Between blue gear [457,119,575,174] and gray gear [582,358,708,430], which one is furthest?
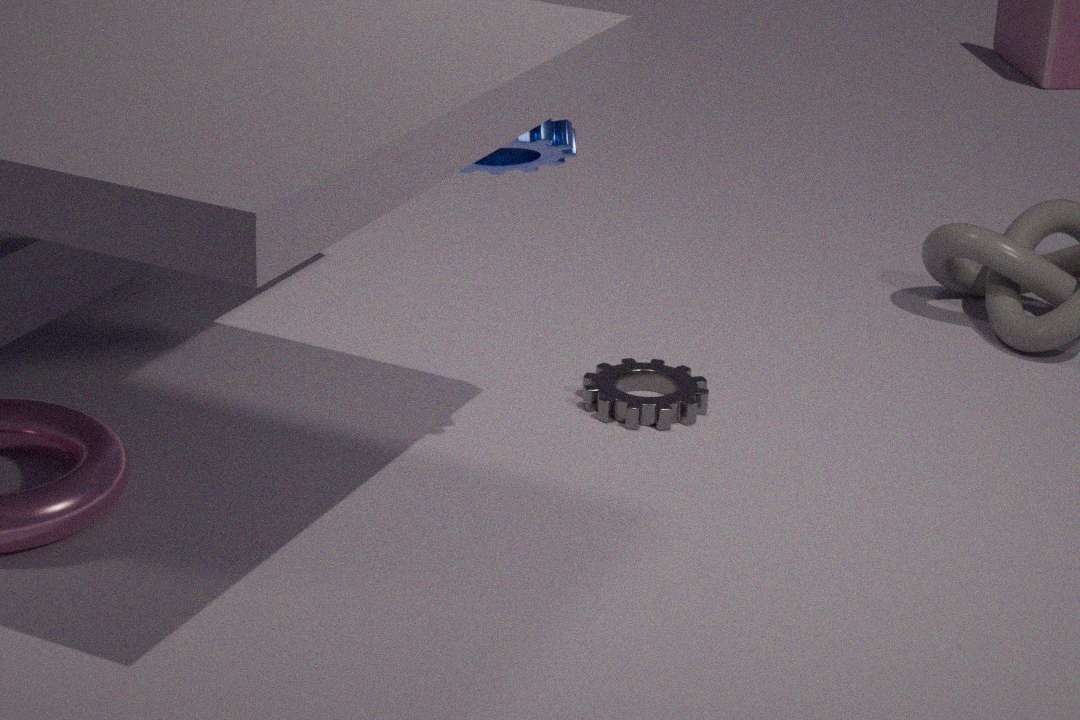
gray gear [582,358,708,430]
